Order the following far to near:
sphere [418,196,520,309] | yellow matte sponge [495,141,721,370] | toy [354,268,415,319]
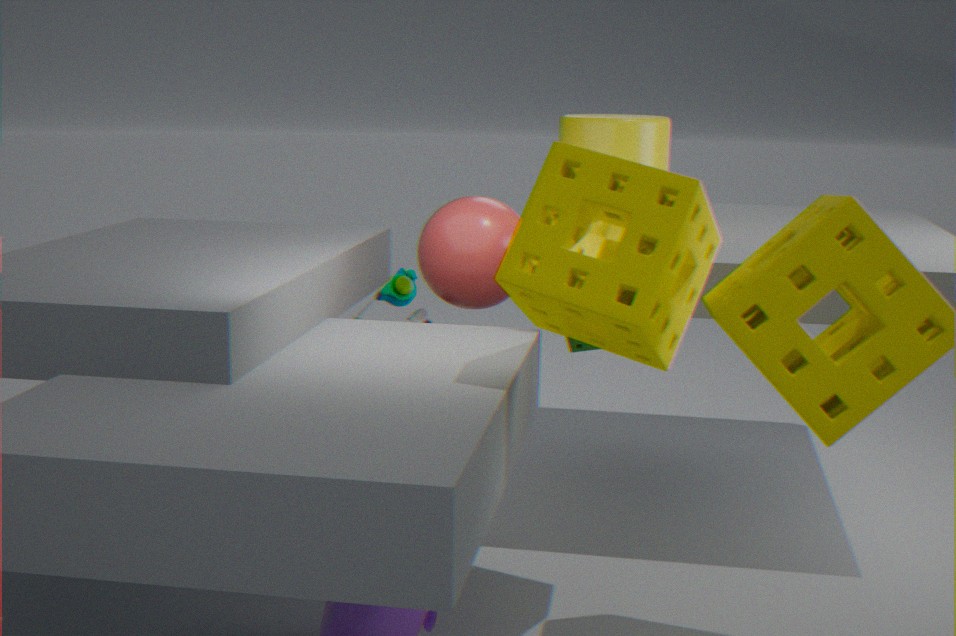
1. toy [354,268,415,319]
2. sphere [418,196,520,309]
3. yellow matte sponge [495,141,721,370]
